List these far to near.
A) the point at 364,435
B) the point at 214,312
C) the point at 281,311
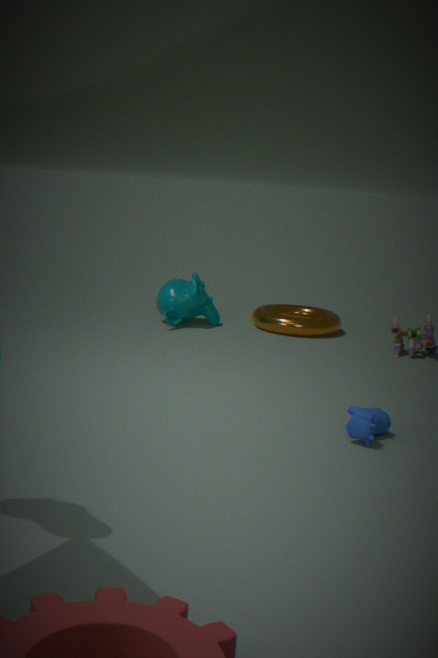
the point at 281,311, the point at 214,312, the point at 364,435
